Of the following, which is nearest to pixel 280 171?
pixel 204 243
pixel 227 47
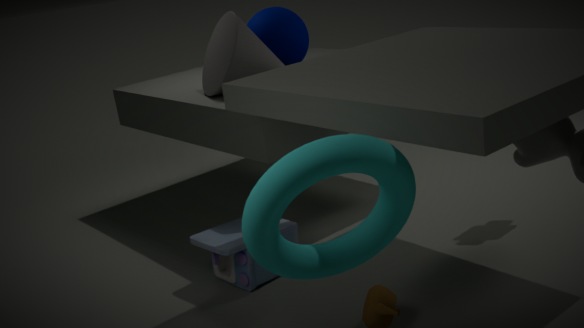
pixel 204 243
